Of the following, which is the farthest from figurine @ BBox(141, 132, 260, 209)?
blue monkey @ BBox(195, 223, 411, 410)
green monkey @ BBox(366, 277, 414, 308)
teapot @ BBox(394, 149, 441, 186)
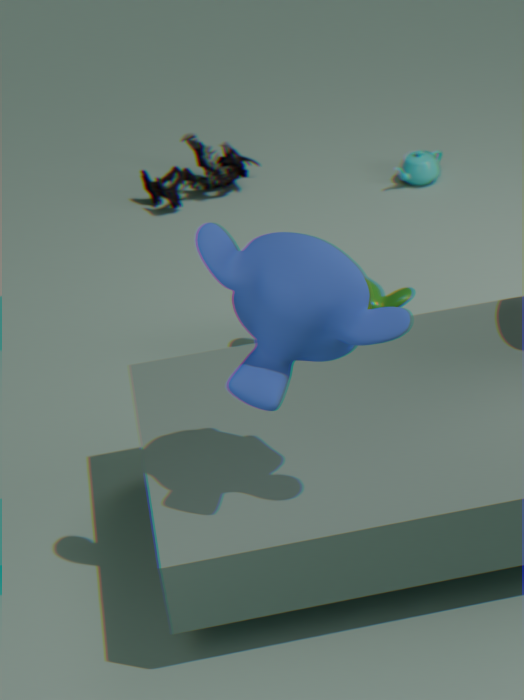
blue monkey @ BBox(195, 223, 411, 410)
